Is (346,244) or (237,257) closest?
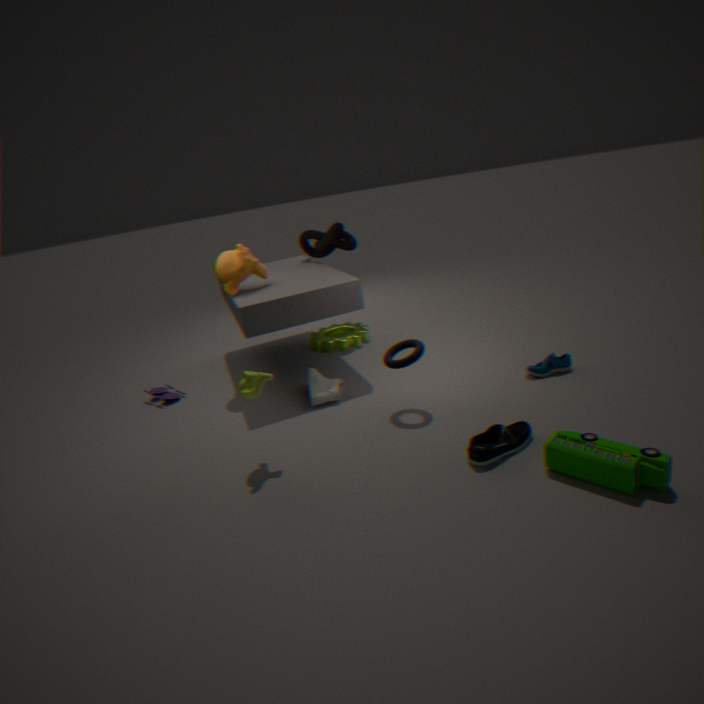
(237,257)
